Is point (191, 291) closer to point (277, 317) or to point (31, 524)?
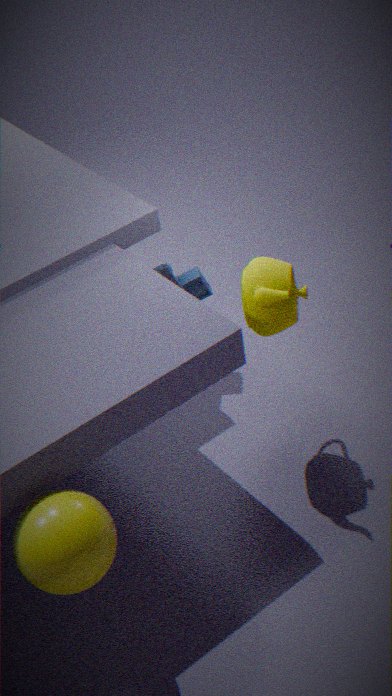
point (277, 317)
